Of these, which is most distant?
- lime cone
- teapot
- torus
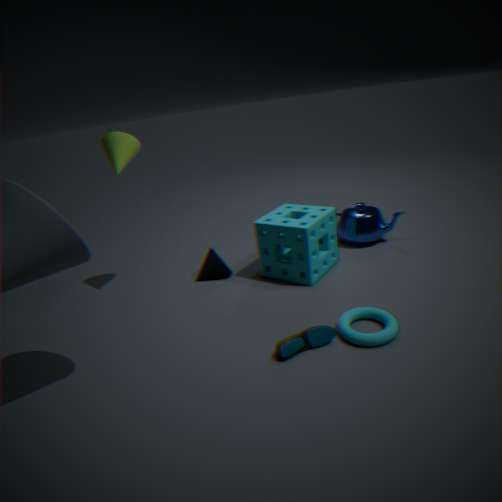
teapot
